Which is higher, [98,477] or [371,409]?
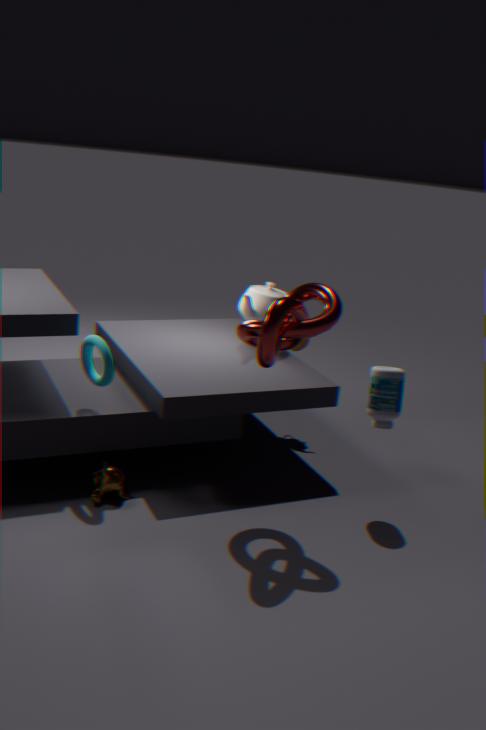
[371,409]
